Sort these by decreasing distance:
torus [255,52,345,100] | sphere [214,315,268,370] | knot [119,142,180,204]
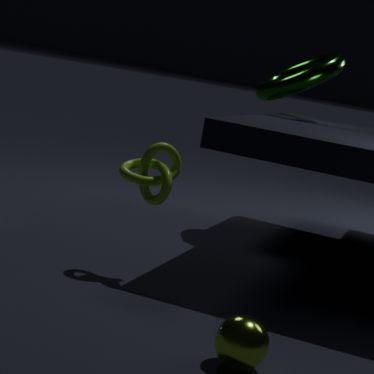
torus [255,52,345,100] → knot [119,142,180,204] → sphere [214,315,268,370]
